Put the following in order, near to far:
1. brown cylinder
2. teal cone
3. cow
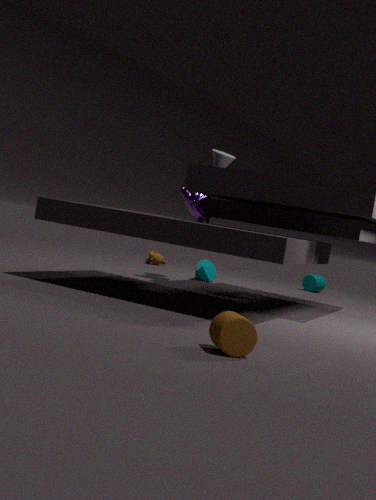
brown cylinder
cow
teal cone
